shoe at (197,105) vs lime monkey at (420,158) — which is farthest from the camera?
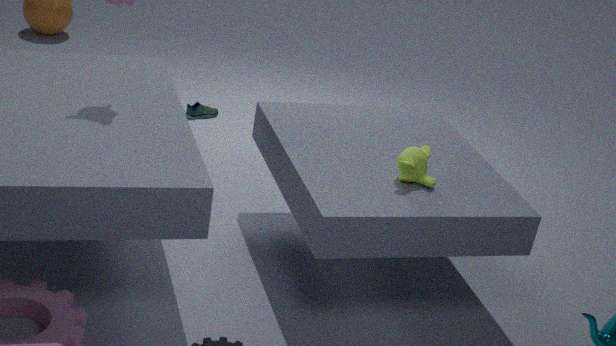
shoe at (197,105)
